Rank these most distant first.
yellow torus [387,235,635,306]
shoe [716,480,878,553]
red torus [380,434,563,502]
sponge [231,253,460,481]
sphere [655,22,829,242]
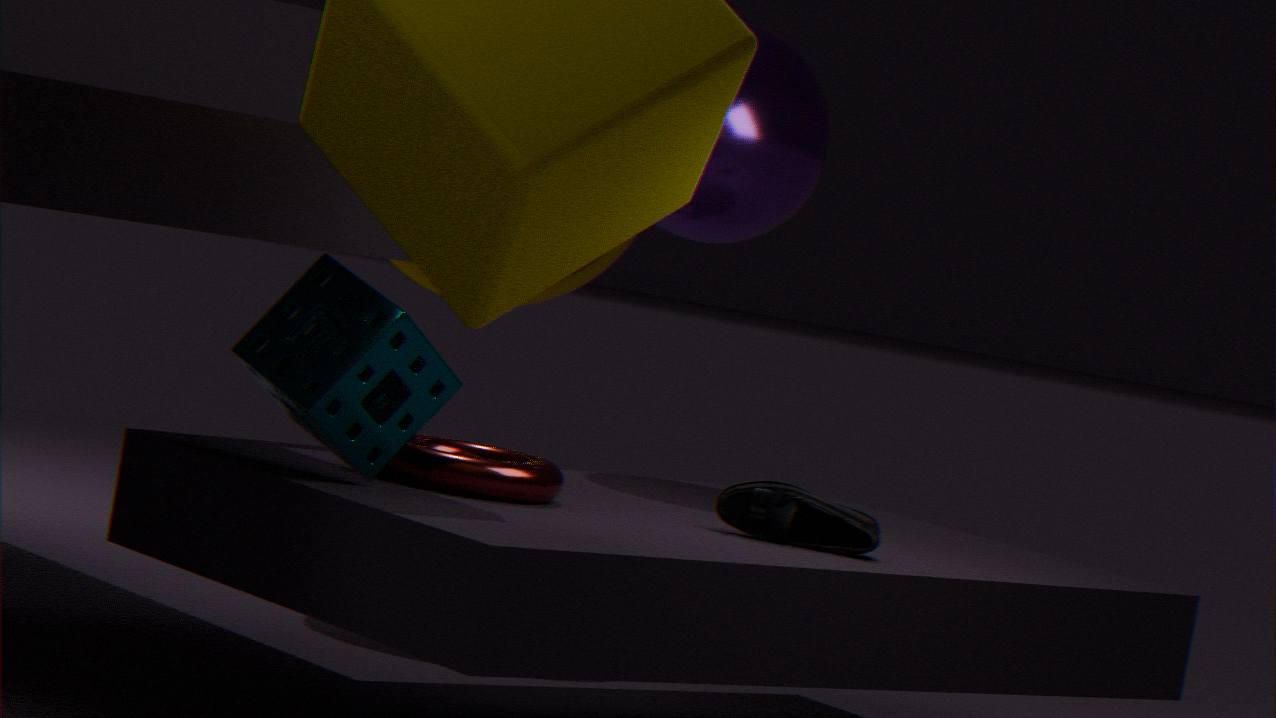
yellow torus [387,235,635,306]
sphere [655,22,829,242]
shoe [716,480,878,553]
red torus [380,434,563,502]
sponge [231,253,460,481]
